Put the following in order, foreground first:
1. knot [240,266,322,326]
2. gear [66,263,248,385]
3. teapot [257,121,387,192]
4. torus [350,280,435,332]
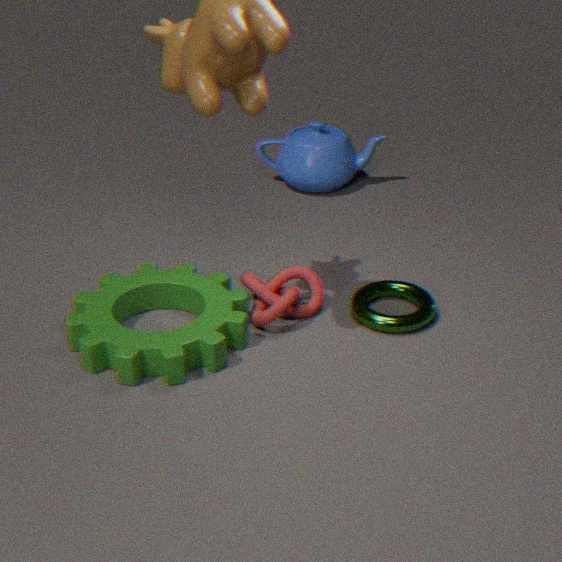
1. gear [66,263,248,385]
2. knot [240,266,322,326]
3. torus [350,280,435,332]
4. teapot [257,121,387,192]
